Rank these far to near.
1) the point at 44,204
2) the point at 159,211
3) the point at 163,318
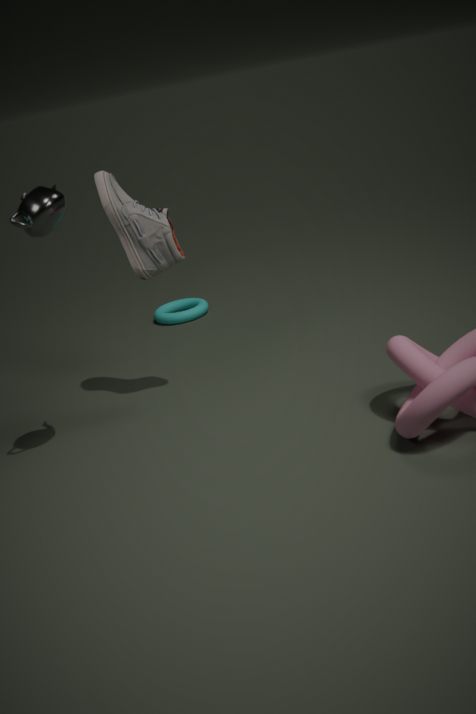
3. the point at 163,318 < 2. the point at 159,211 < 1. the point at 44,204
